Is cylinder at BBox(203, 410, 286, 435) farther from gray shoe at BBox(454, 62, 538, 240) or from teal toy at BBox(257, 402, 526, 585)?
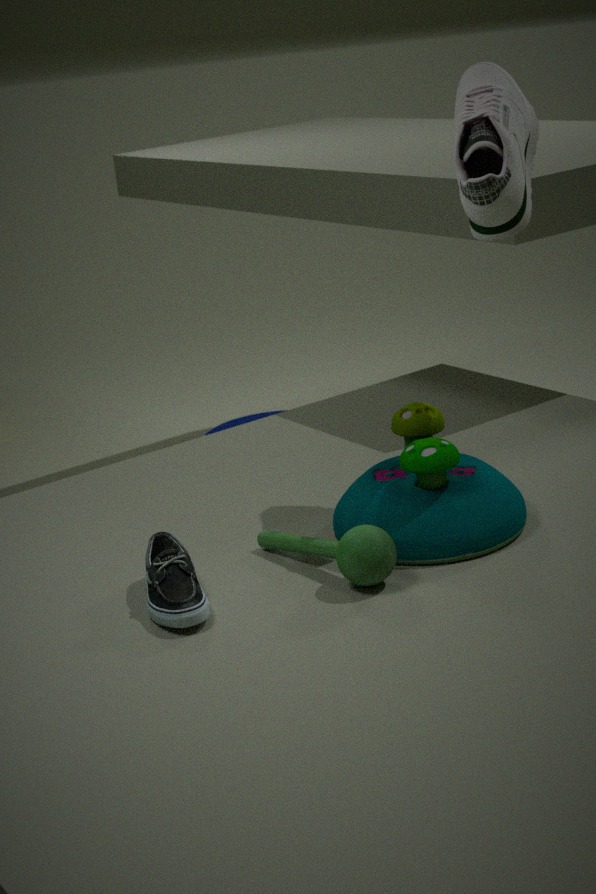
gray shoe at BBox(454, 62, 538, 240)
